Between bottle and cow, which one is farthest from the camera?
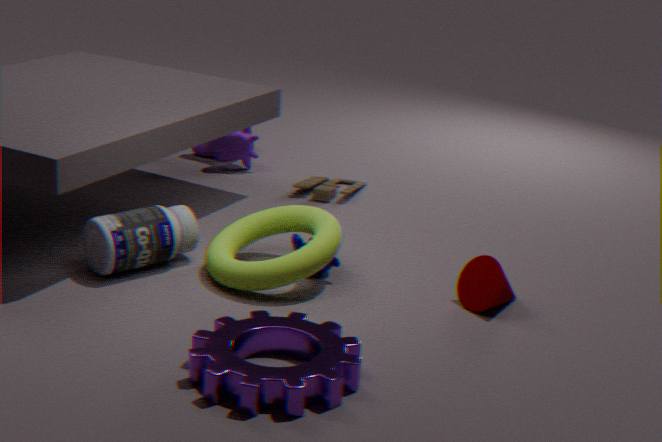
cow
